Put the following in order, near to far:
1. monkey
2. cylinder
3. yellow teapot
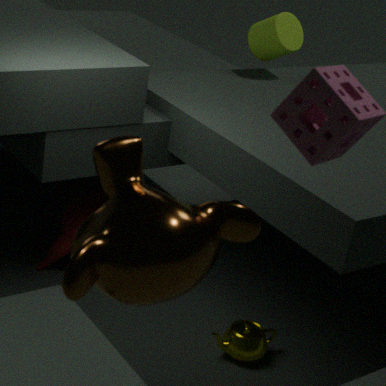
monkey → yellow teapot → cylinder
